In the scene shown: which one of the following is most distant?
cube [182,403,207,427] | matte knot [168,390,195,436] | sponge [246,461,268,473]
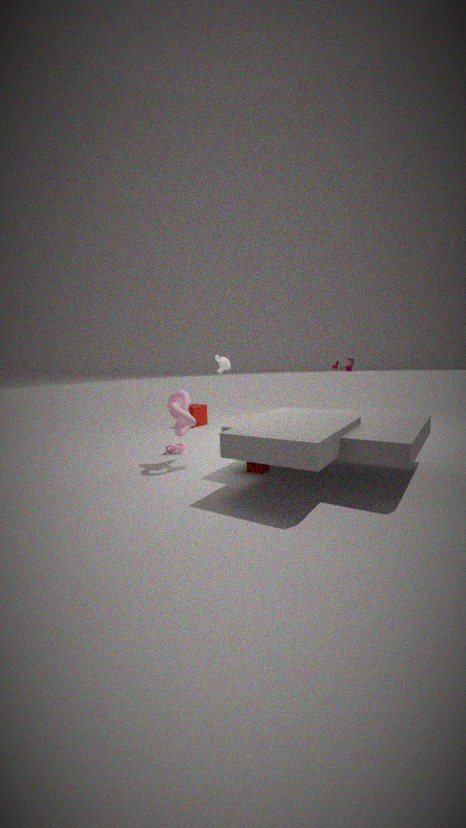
cube [182,403,207,427]
